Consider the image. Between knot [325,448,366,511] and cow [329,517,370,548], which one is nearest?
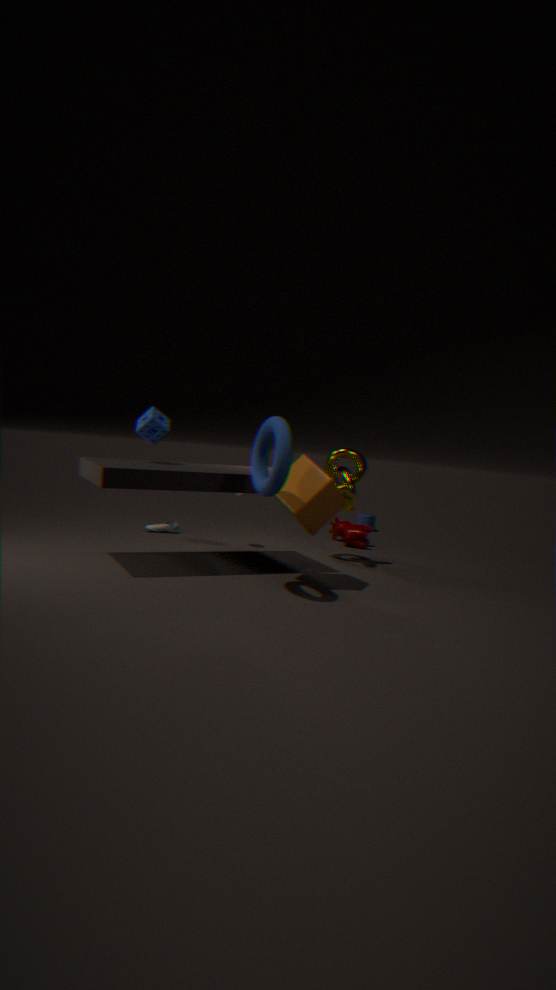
knot [325,448,366,511]
